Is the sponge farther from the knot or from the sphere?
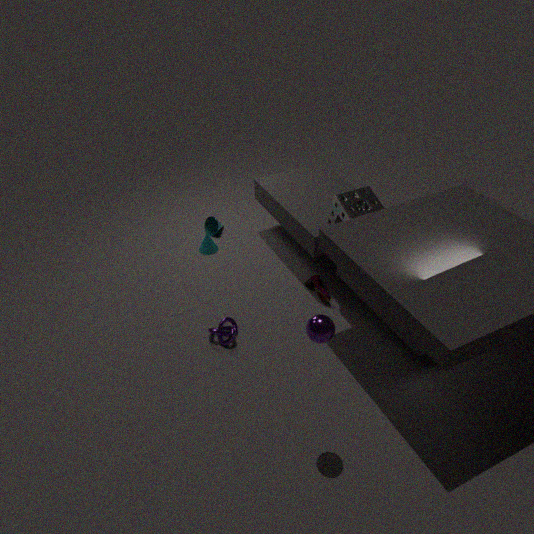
the sphere
